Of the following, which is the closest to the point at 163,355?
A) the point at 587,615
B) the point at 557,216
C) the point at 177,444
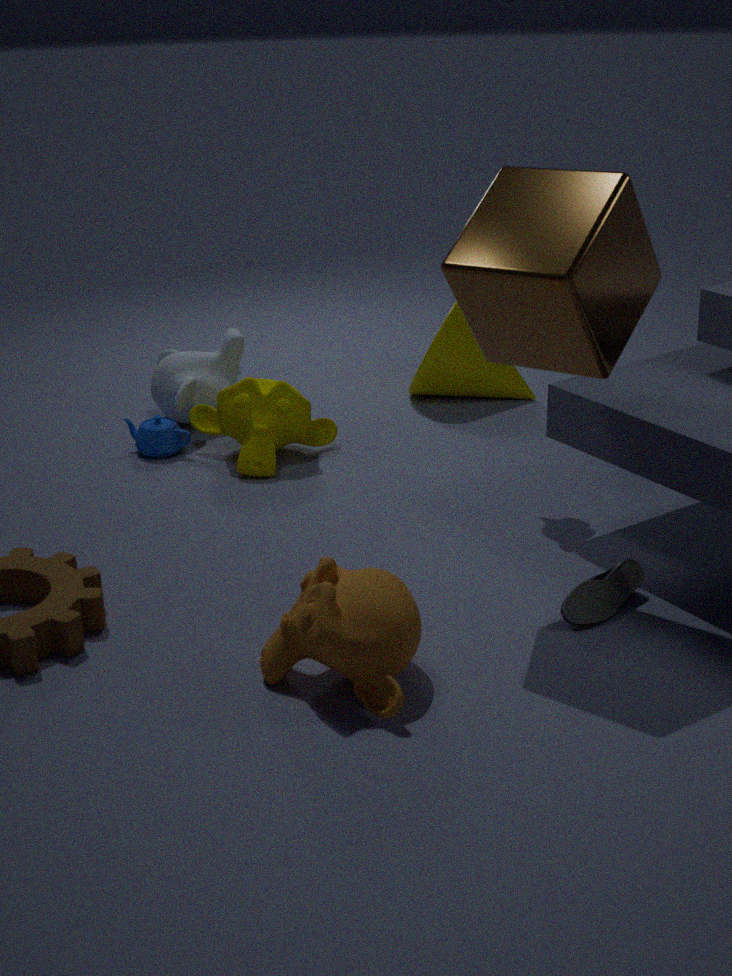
the point at 177,444
